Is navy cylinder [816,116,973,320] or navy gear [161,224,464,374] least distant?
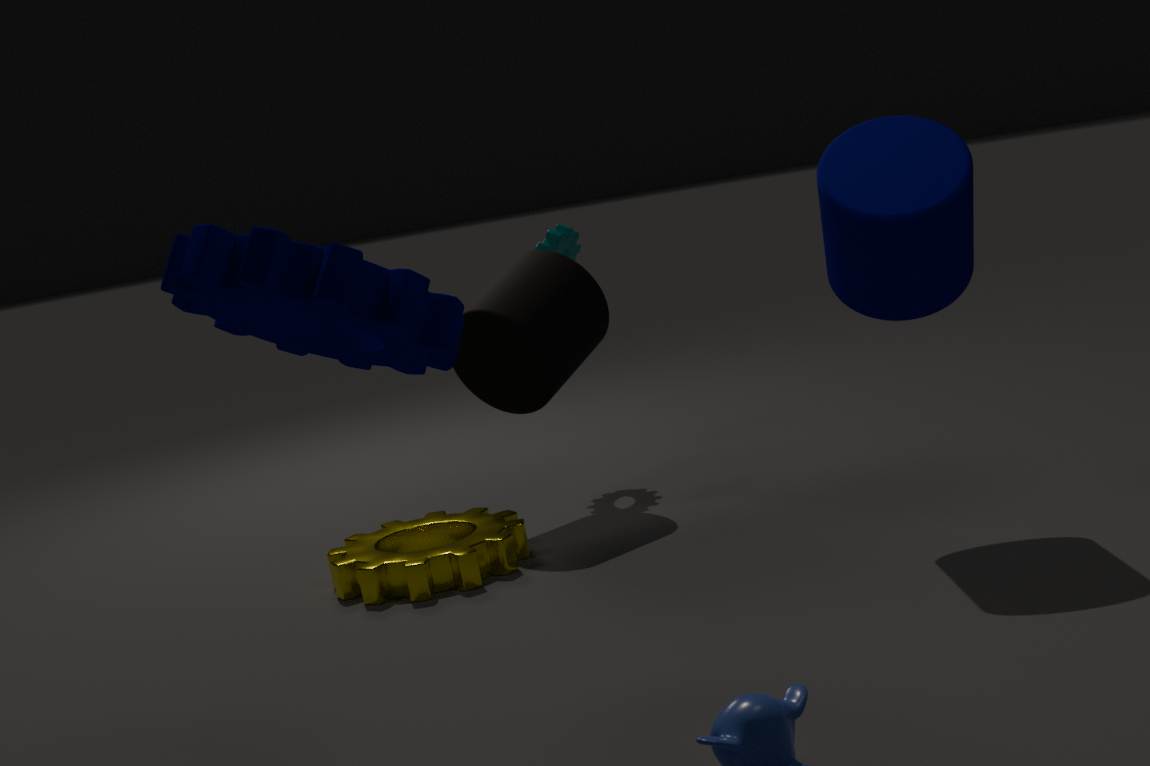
navy gear [161,224,464,374]
